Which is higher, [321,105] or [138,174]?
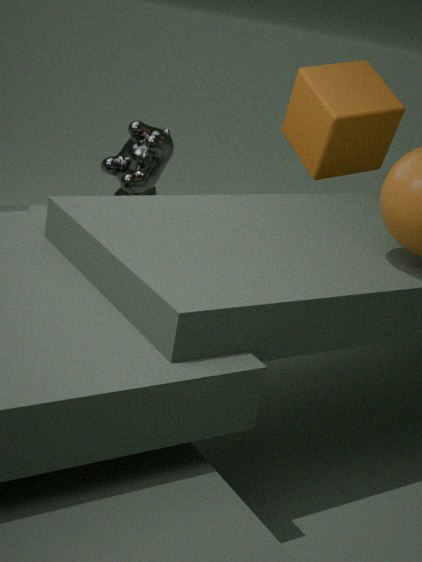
[321,105]
